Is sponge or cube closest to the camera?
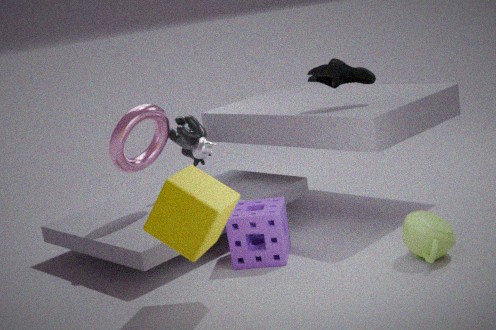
cube
